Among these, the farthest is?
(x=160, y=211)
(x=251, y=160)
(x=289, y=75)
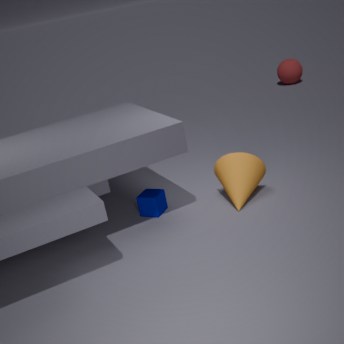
(x=289, y=75)
